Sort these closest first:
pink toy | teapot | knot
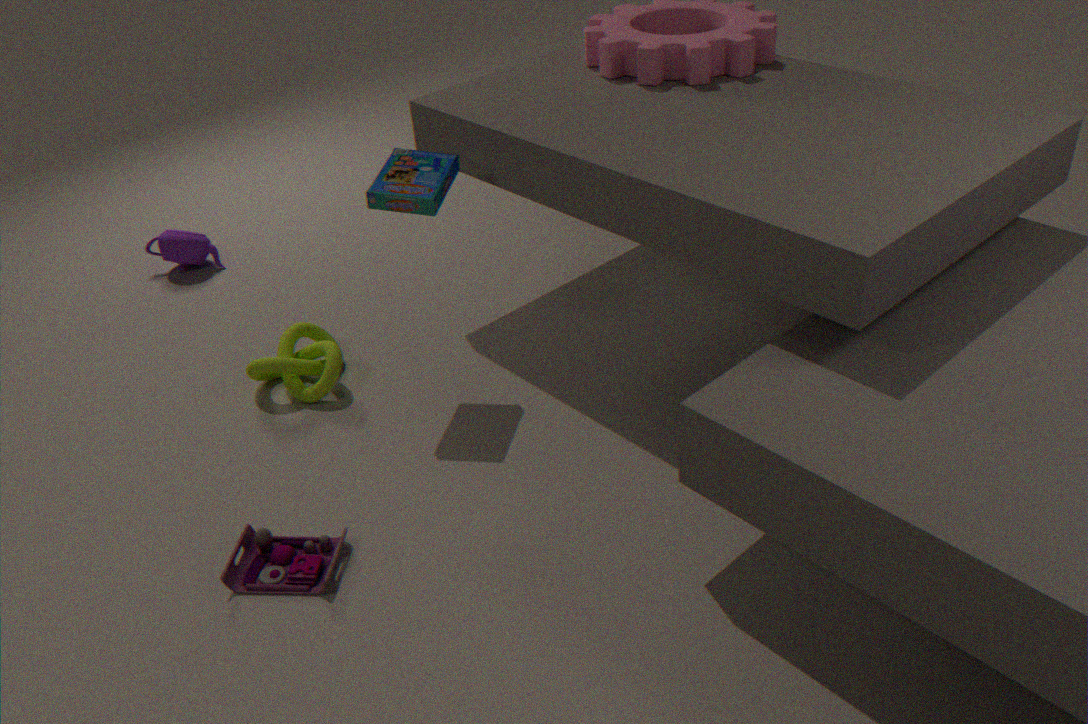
pink toy
knot
teapot
